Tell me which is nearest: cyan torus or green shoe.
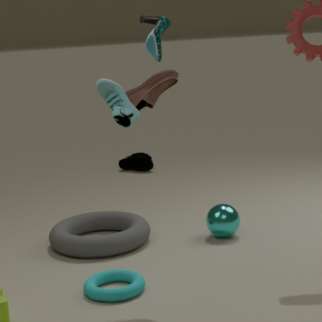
cyan torus
